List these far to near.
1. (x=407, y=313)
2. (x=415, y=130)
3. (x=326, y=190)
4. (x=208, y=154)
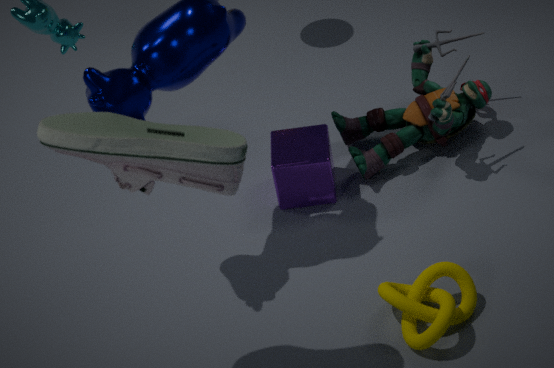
(x=415, y=130) → (x=326, y=190) → (x=407, y=313) → (x=208, y=154)
